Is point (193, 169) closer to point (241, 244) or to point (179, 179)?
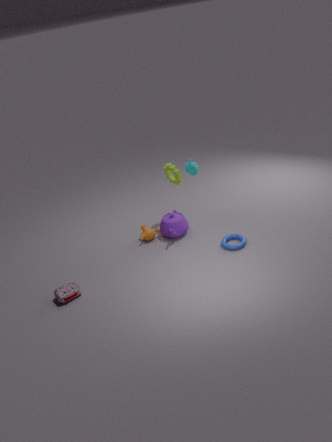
point (179, 179)
